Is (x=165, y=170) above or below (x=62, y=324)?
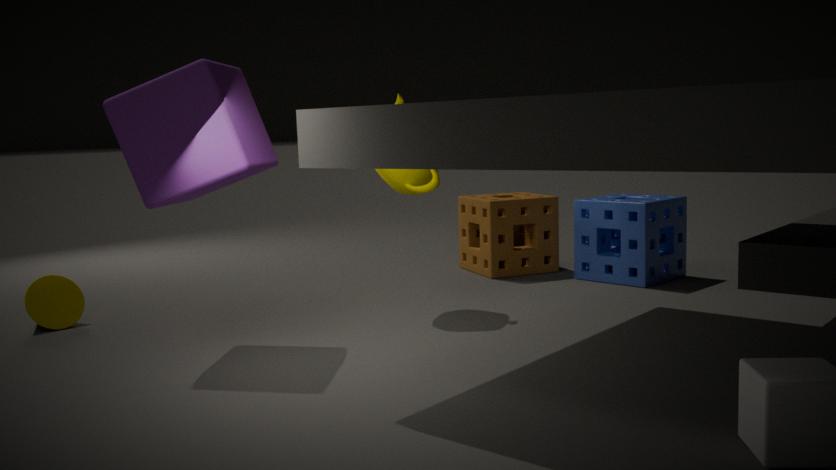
above
